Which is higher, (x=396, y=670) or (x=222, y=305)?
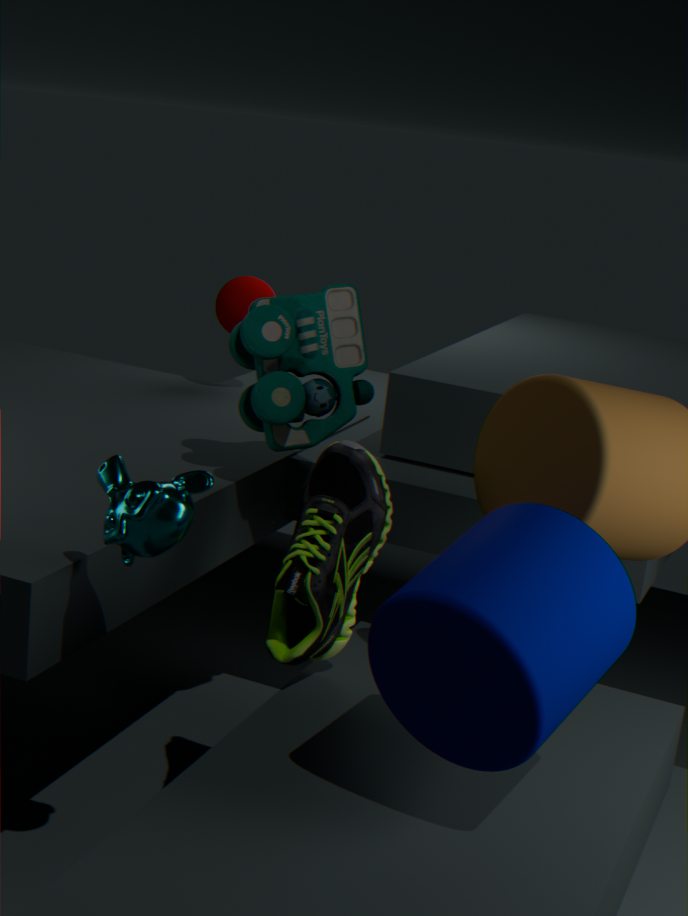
(x=222, y=305)
